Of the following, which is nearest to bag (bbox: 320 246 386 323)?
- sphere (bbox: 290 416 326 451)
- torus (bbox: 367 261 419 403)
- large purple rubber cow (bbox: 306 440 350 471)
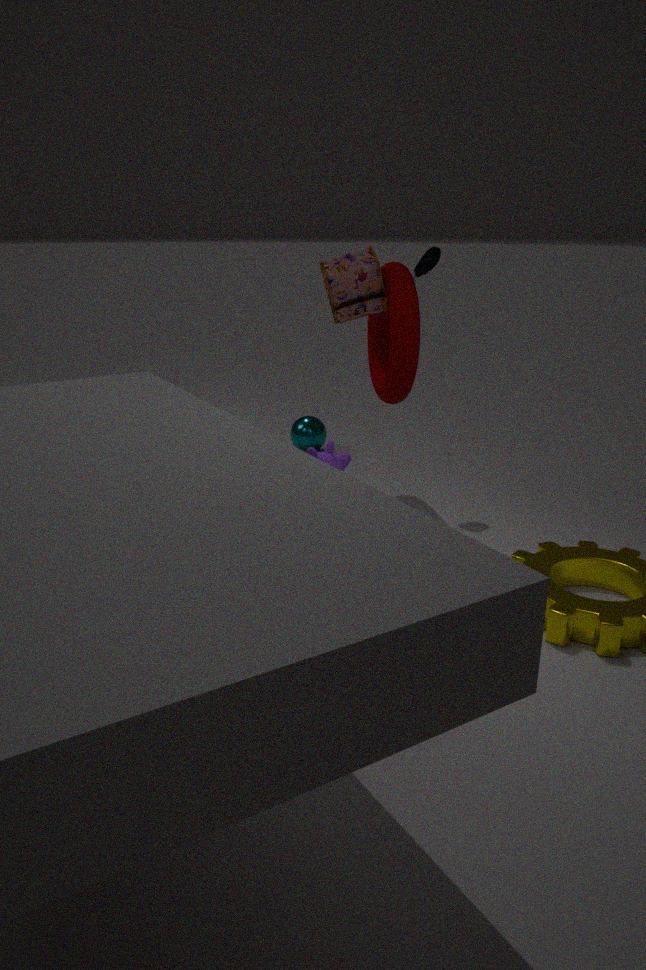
torus (bbox: 367 261 419 403)
